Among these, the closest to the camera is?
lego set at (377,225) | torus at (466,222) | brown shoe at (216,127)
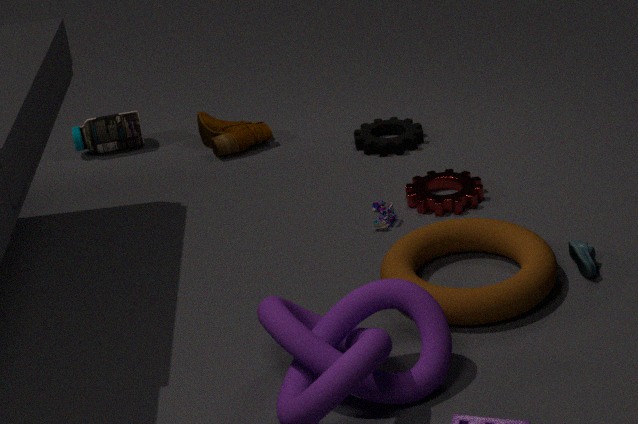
torus at (466,222)
